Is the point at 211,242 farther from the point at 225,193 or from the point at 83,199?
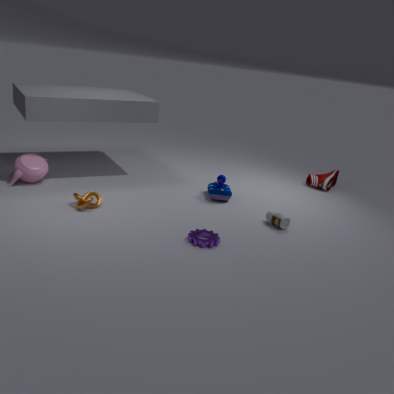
the point at 83,199
